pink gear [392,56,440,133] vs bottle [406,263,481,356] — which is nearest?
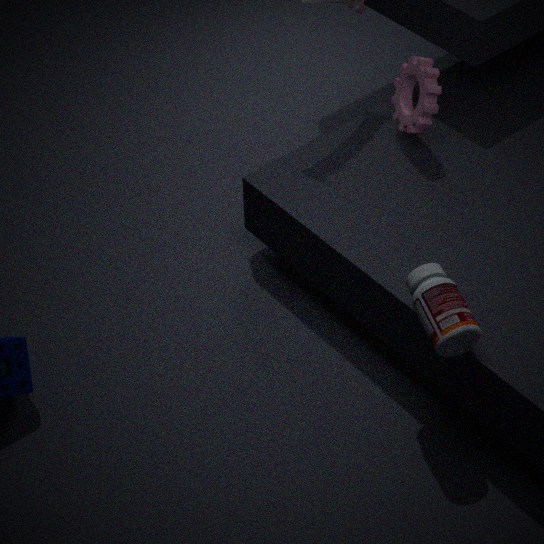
bottle [406,263,481,356]
